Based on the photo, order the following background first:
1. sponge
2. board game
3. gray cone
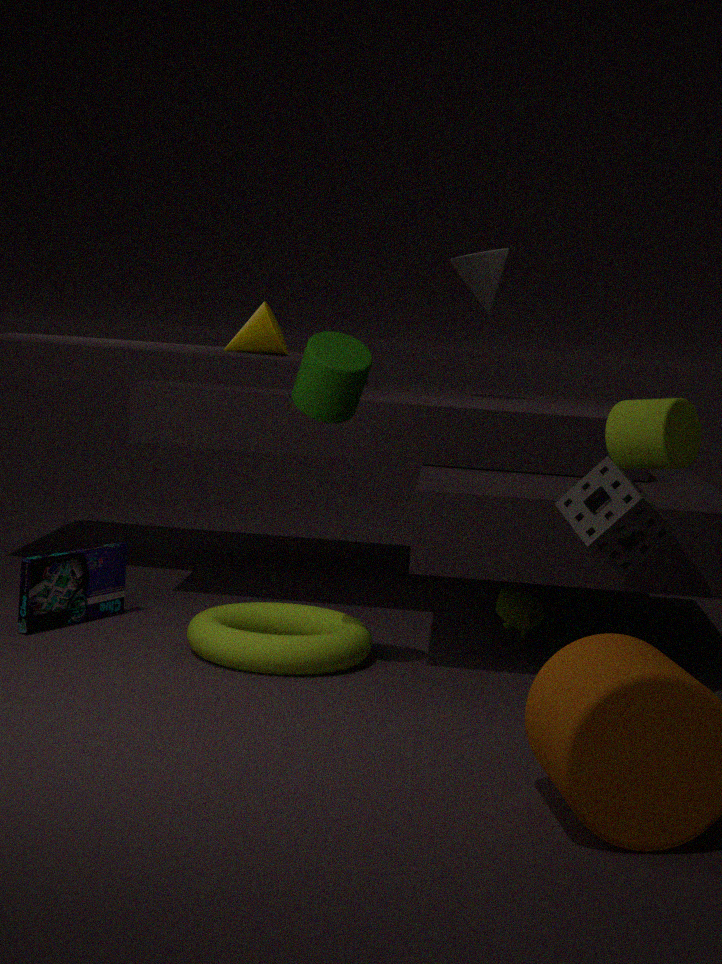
gray cone
board game
sponge
